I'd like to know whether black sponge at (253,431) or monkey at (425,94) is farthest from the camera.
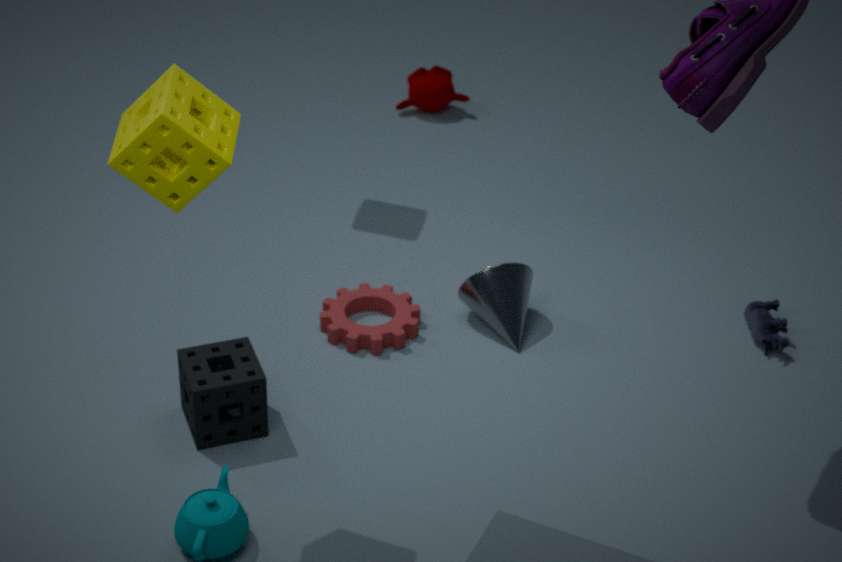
monkey at (425,94)
